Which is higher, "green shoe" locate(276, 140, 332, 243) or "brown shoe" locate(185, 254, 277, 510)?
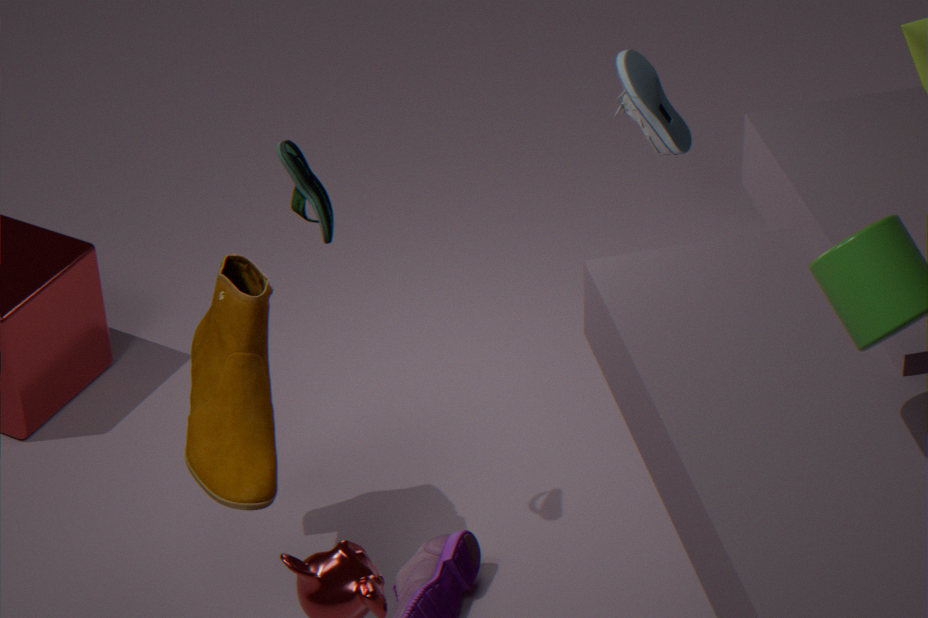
"green shoe" locate(276, 140, 332, 243)
